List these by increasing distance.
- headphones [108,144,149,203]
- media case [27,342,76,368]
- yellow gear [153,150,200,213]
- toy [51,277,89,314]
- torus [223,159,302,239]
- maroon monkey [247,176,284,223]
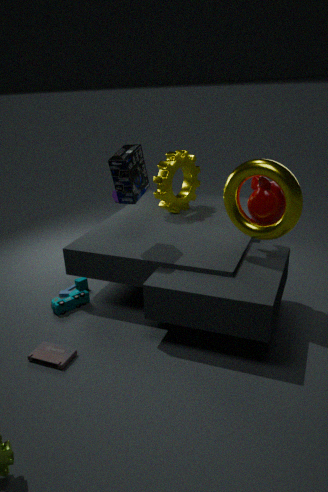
torus [223,159,302,239] < media case [27,342,76,368] < maroon monkey [247,176,284,223] < headphones [108,144,149,203] < toy [51,277,89,314] < yellow gear [153,150,200,213]
